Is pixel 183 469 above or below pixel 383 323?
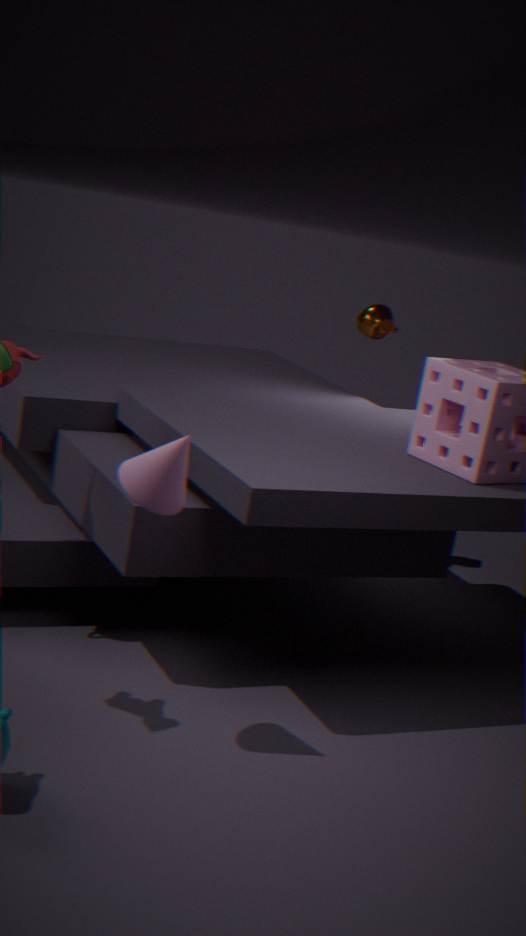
below
